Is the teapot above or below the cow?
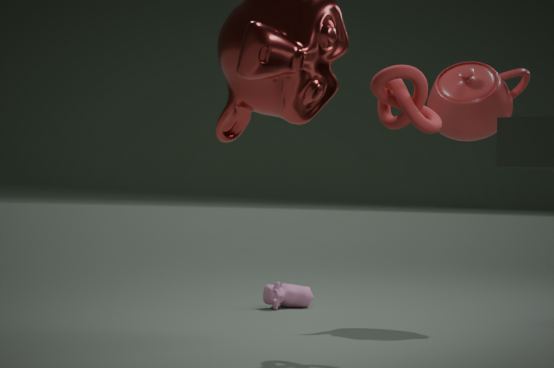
above
